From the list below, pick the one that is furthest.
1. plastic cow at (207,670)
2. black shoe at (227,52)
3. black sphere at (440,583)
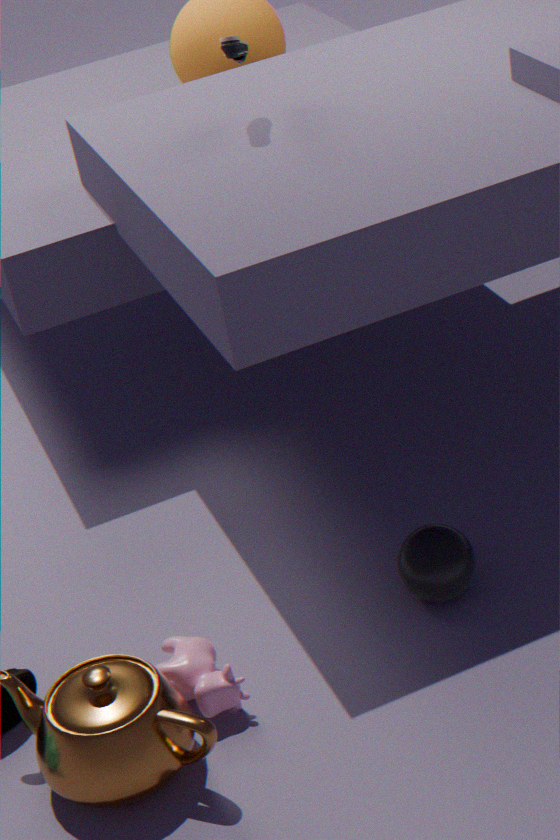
black shoe at (227,52)
